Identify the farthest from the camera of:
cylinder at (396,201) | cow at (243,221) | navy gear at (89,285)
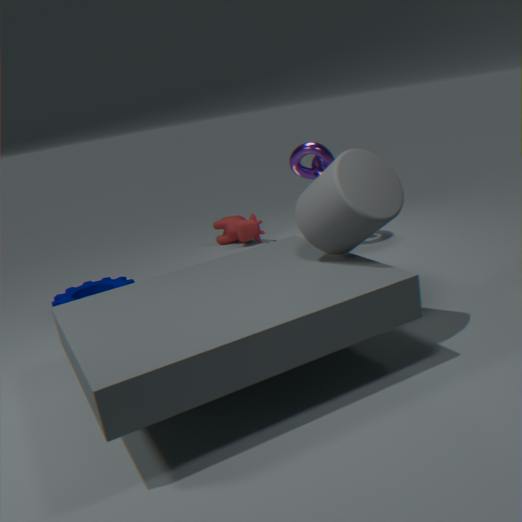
cow at (243,221)
